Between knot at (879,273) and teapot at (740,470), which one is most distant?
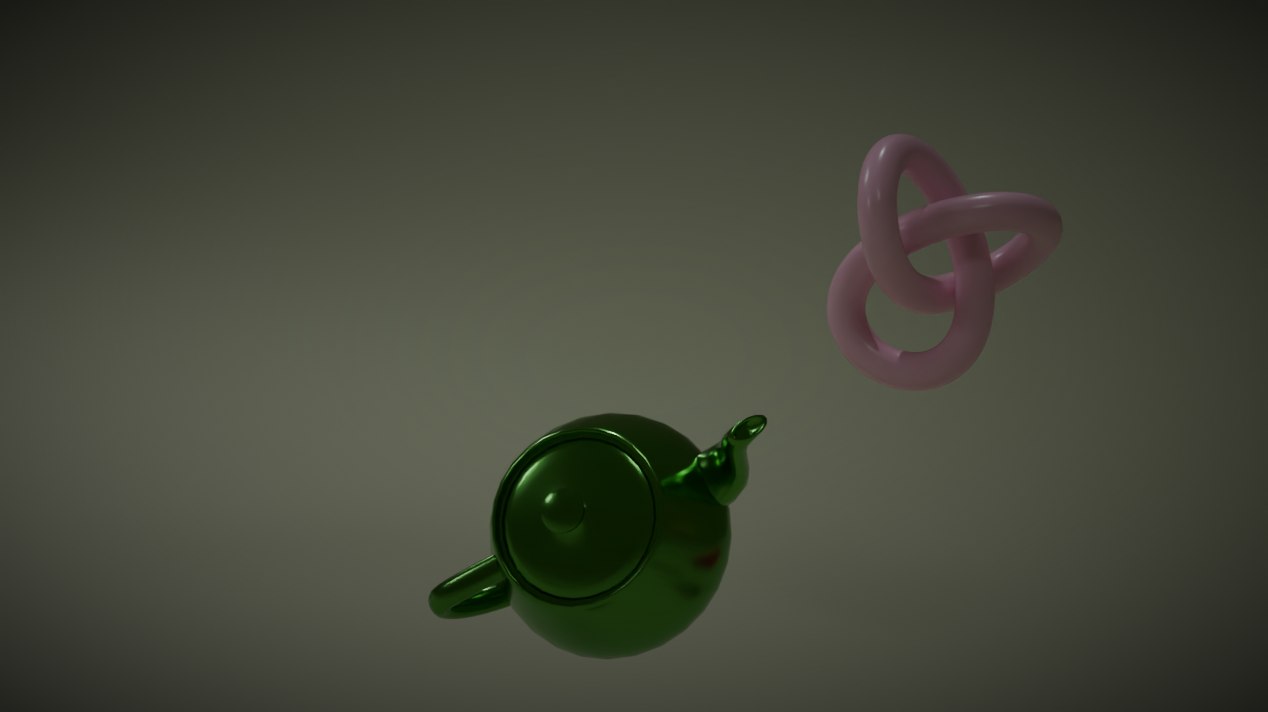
knot at (879,273)
